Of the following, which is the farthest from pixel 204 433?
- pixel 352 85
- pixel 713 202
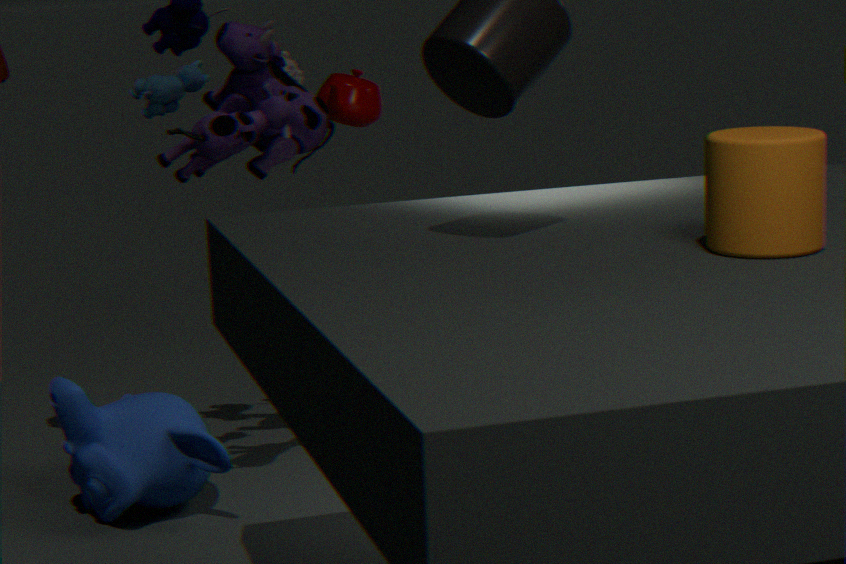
pixel 713 202
